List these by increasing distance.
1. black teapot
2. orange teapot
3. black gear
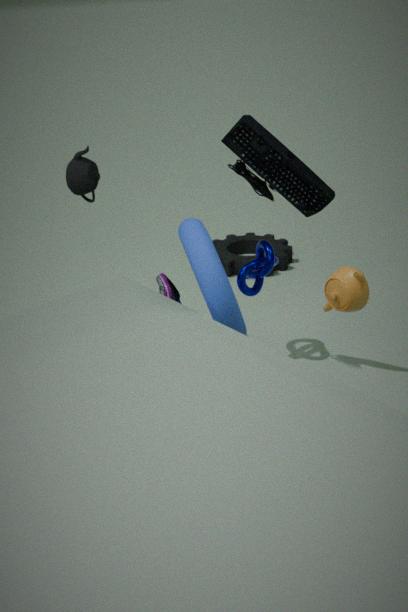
1. orange teapot
2. black teapot
3. black gear
